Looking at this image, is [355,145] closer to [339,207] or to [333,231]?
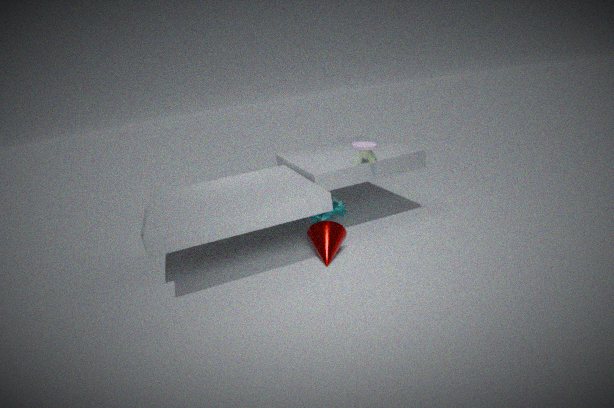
[339,207]
